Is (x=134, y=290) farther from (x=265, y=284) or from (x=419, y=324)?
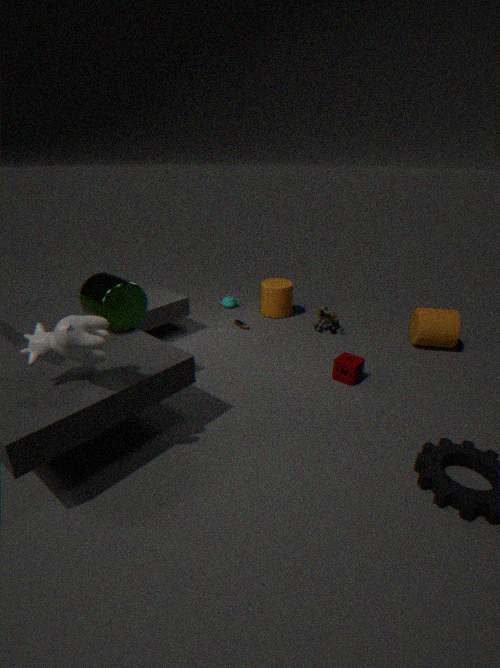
(x=419, y=324)
